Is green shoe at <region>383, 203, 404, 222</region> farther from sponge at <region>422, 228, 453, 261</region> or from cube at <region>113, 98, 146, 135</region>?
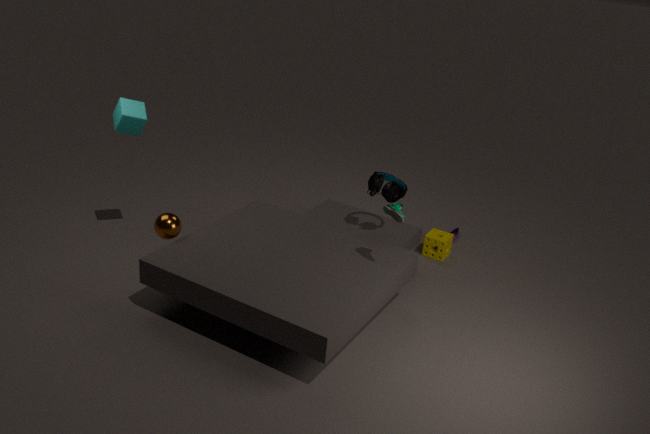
cube at <region>113, 98, 146, 135</region>
